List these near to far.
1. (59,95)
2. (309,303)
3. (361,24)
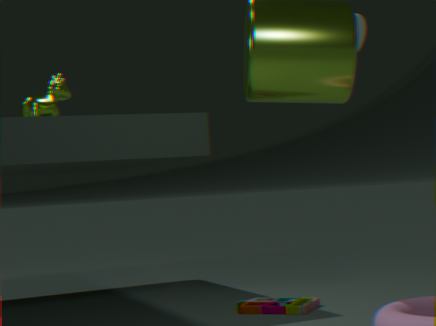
1. (361,24)
2. (309,303)
3. (59,95)
